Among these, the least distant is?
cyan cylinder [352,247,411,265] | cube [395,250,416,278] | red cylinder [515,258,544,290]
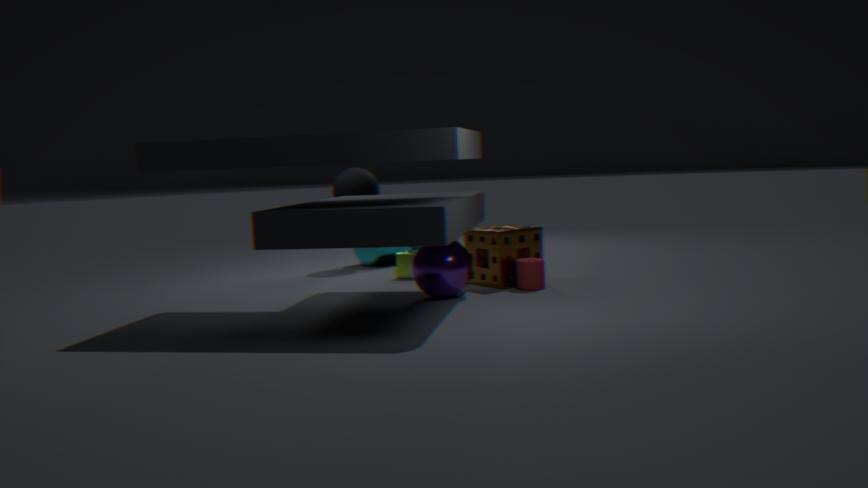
red cylinder [515,258,544,290]
